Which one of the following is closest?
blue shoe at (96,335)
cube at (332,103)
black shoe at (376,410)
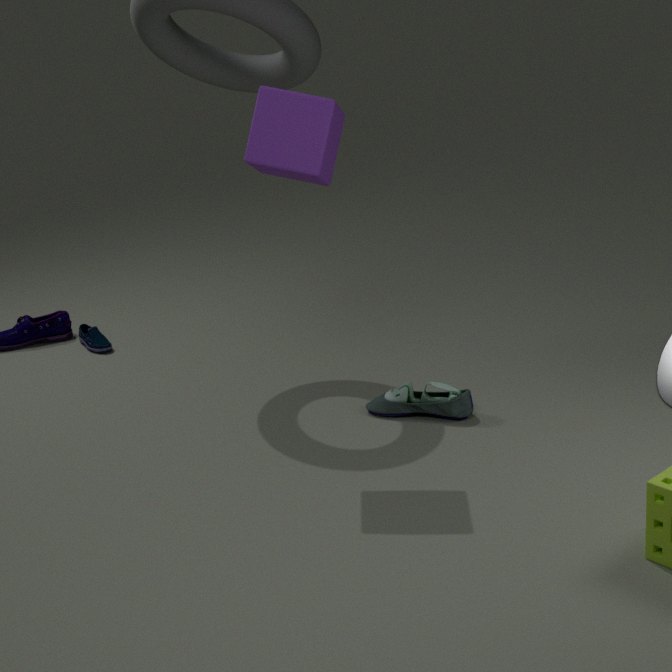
cube at (332,103)
